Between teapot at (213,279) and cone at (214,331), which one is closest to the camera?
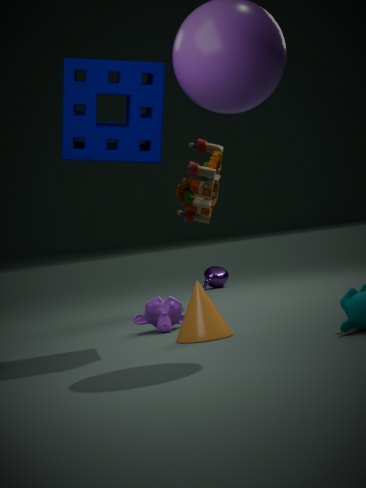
cone at (214,331)
